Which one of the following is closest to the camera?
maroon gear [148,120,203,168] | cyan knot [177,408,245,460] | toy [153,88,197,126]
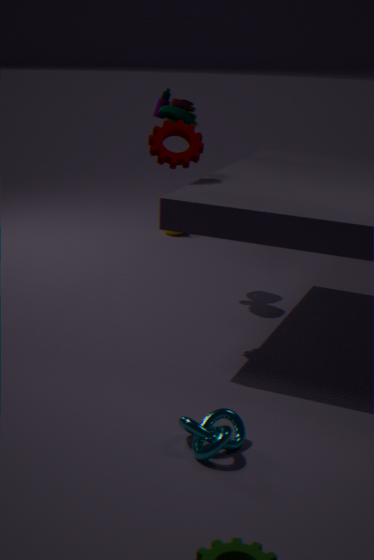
cyan knot [177,408,245,460]
